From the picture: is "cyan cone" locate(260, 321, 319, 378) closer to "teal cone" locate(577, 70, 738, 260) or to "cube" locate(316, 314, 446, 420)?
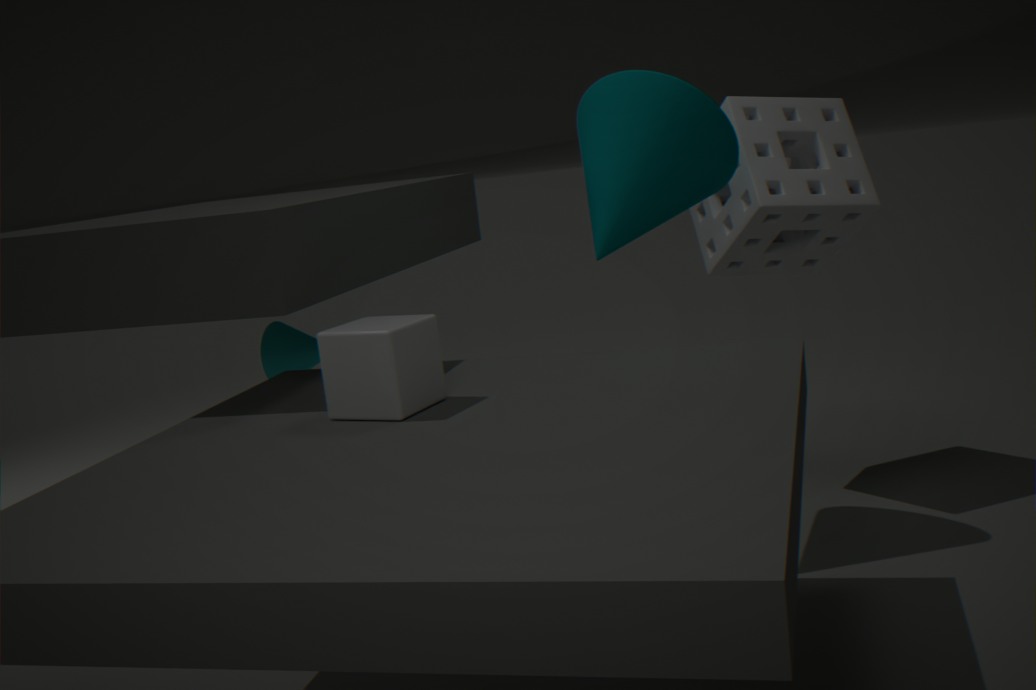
"teal cone" locate(577, 70, 738, 260)
